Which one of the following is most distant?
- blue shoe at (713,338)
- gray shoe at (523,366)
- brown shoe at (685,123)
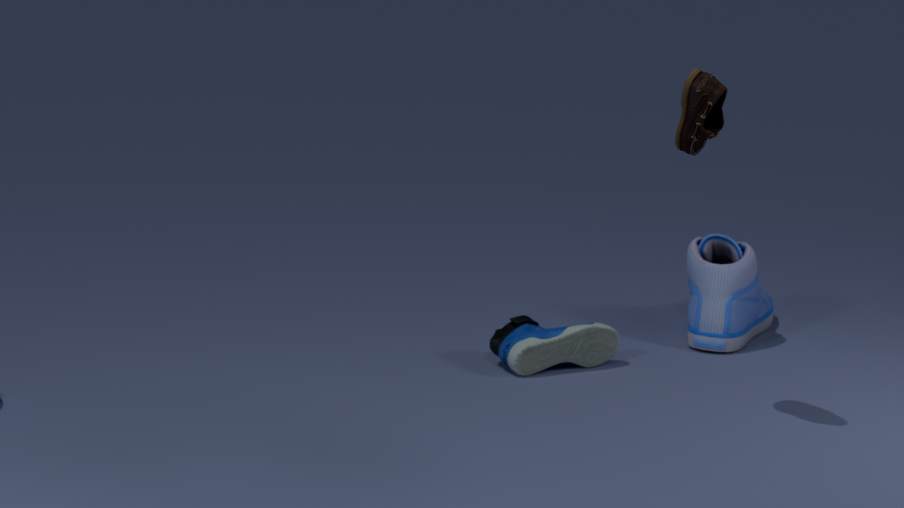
blue shoe at (713,338)
